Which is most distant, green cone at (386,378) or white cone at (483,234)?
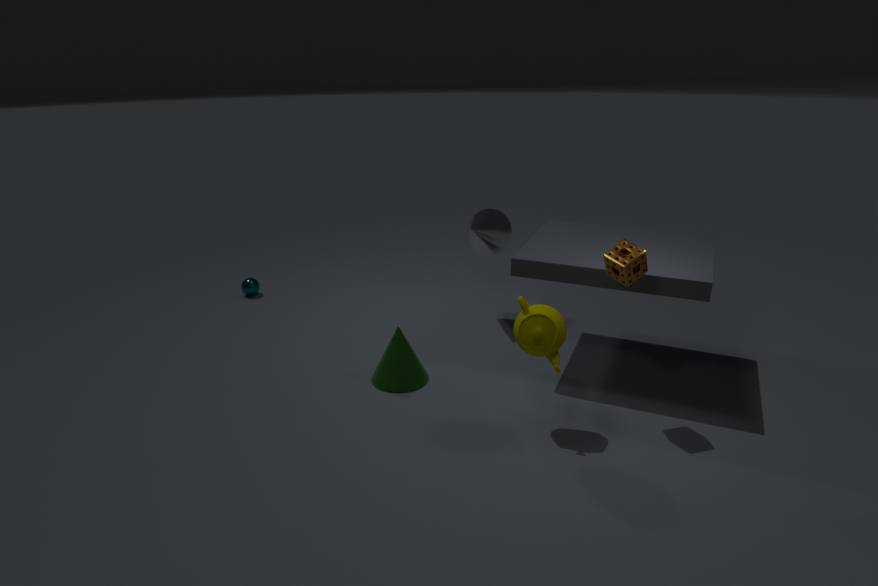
white cone at (483,234)
